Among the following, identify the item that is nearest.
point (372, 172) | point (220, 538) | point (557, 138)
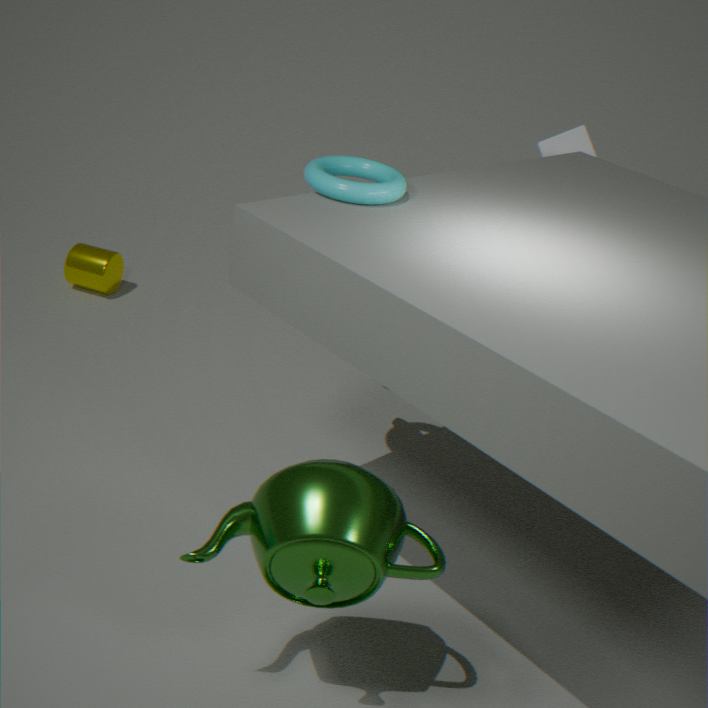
point (220, 538)
